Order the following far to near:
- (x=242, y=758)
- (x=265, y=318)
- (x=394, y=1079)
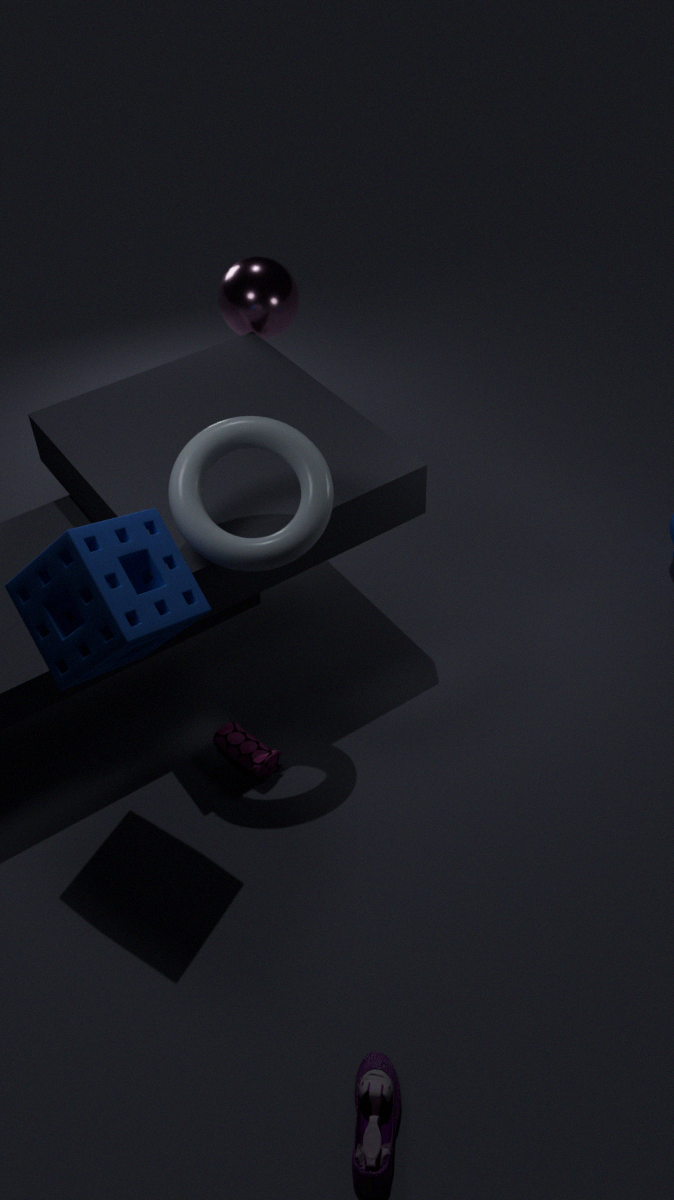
(x=265, y=318)
(x=242, y=758)
(x=394, y=1079)
